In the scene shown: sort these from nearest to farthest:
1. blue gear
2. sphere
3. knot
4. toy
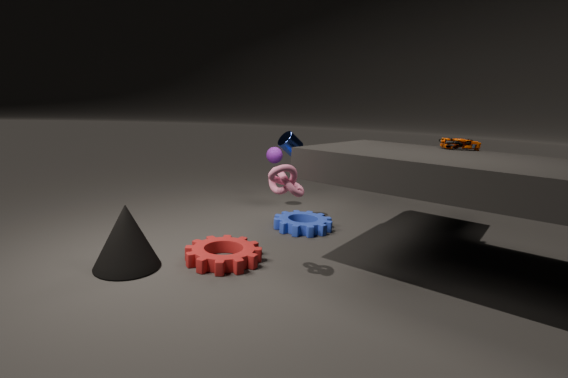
knot → toy → blue gear → sphere
